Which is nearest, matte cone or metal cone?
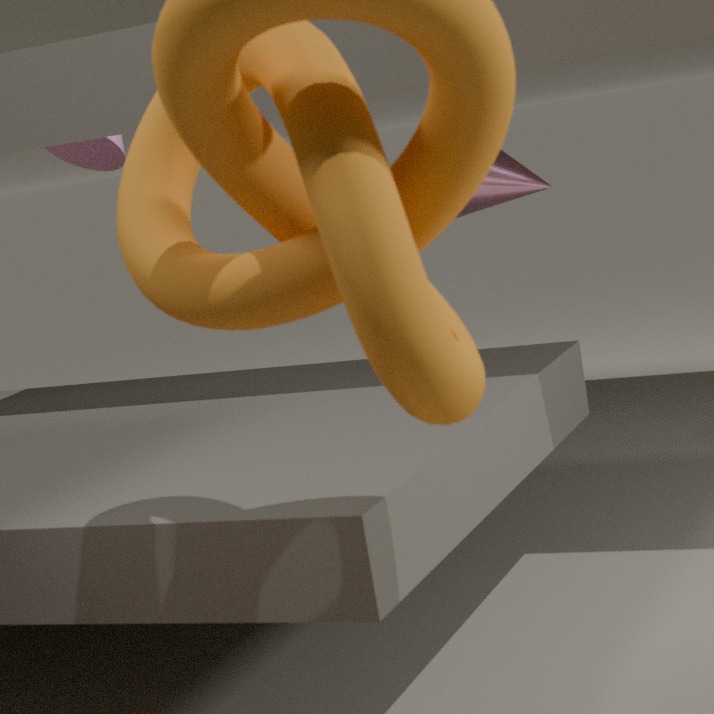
metal cone
